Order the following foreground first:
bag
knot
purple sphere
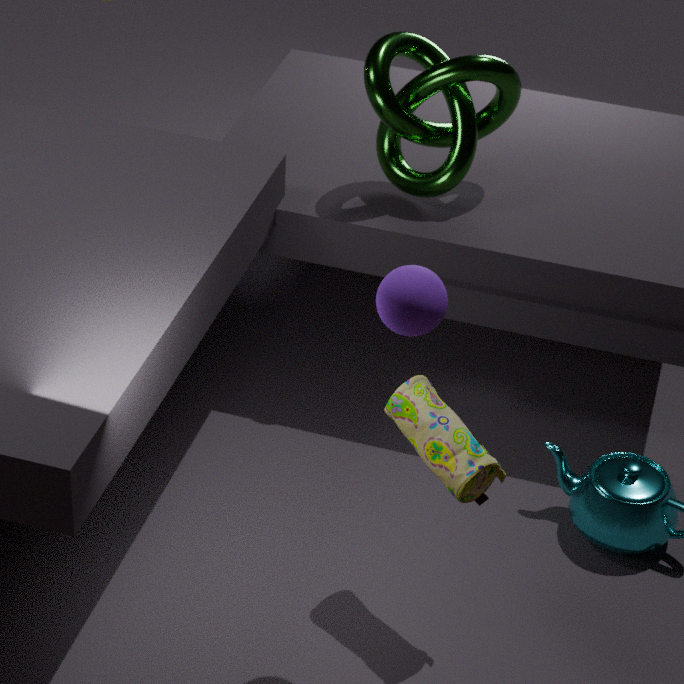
purple sphere
bag
knot
